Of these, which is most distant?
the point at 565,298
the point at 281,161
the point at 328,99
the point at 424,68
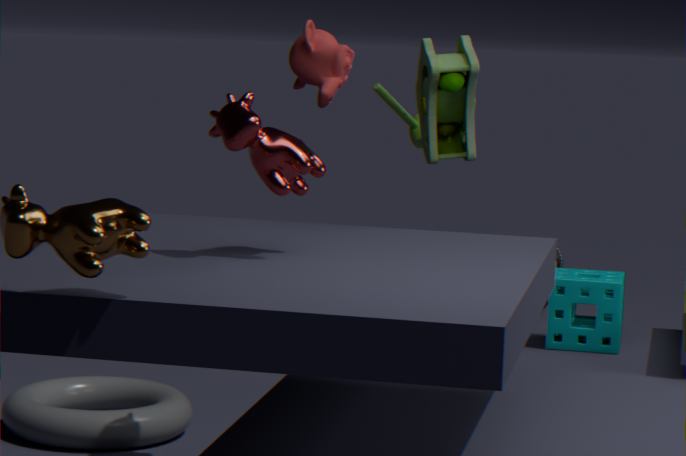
the point at 565,298
